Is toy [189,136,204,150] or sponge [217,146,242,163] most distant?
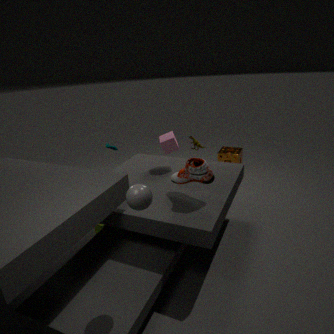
sponge [217,146,242,163]
